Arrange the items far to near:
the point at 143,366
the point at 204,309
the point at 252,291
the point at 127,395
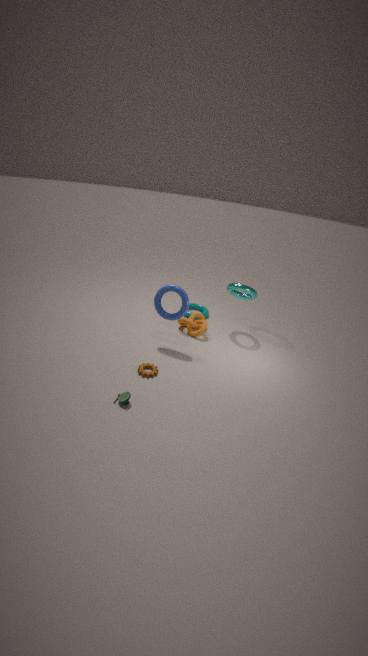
the point at 204,309 → the point at 252,291 → the point at 143,366 → the point at 127,395
